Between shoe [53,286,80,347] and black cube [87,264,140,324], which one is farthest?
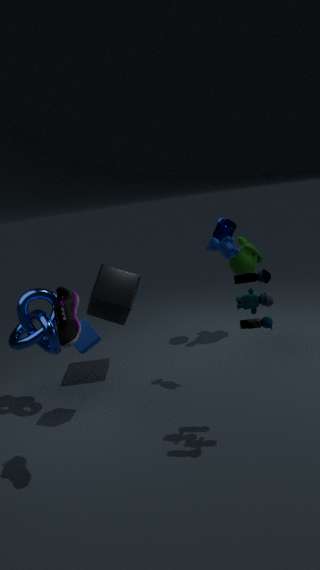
black cube [87,264,140,324]
